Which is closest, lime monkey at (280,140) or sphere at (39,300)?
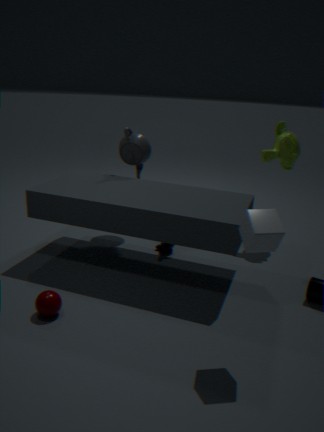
sphere at (39,300)
